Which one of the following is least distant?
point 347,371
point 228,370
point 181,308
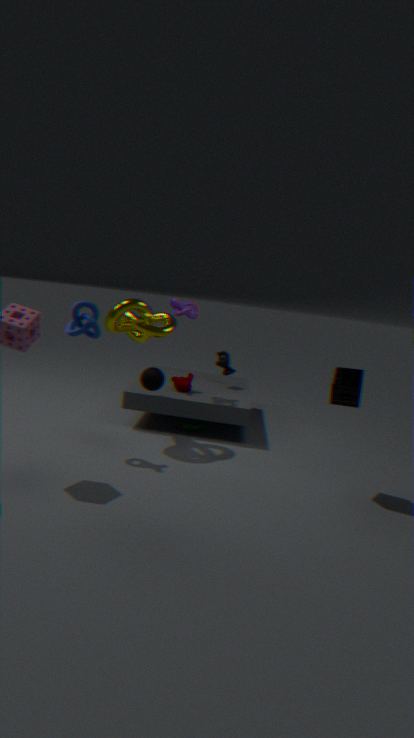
point 347,371
